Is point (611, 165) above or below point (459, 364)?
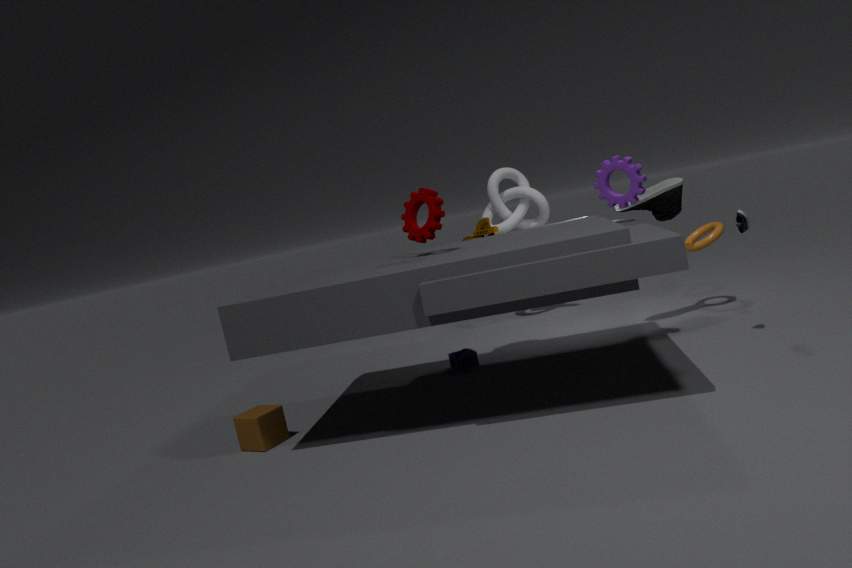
above
